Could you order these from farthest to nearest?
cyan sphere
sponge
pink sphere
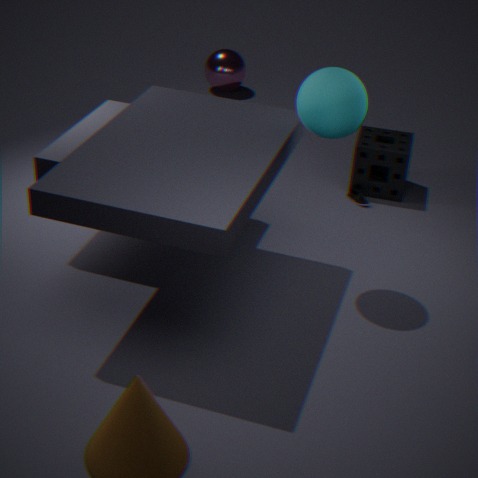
pink sphere
sponge
cyan sphere
